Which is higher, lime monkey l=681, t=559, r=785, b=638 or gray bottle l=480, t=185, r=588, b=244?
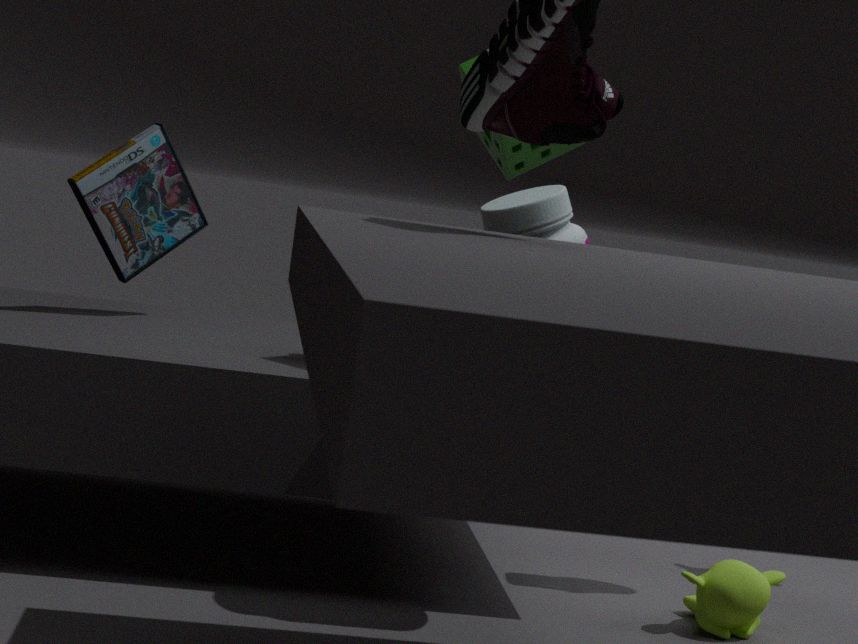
gray bottle l=480, t=185, r=588, b=244
